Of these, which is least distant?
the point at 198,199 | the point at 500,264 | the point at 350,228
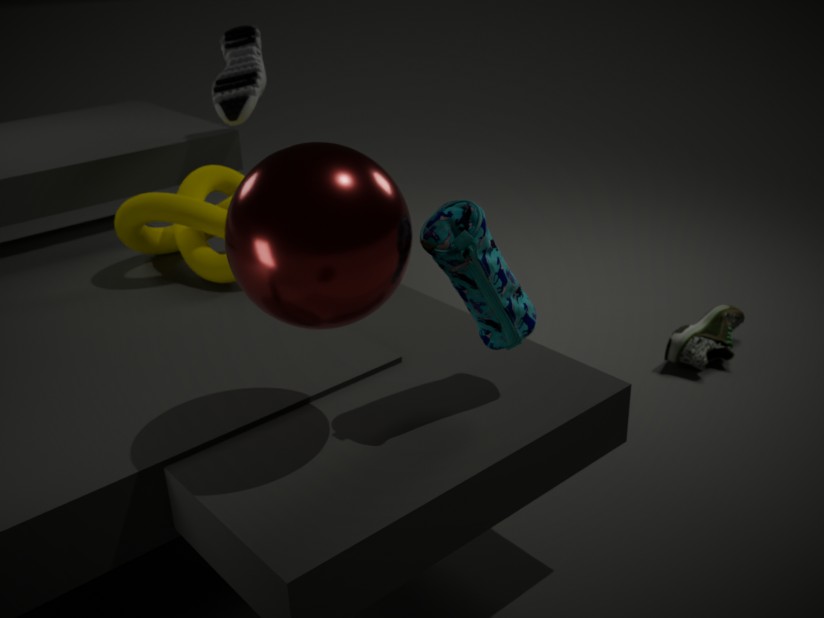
the point at 350,228
